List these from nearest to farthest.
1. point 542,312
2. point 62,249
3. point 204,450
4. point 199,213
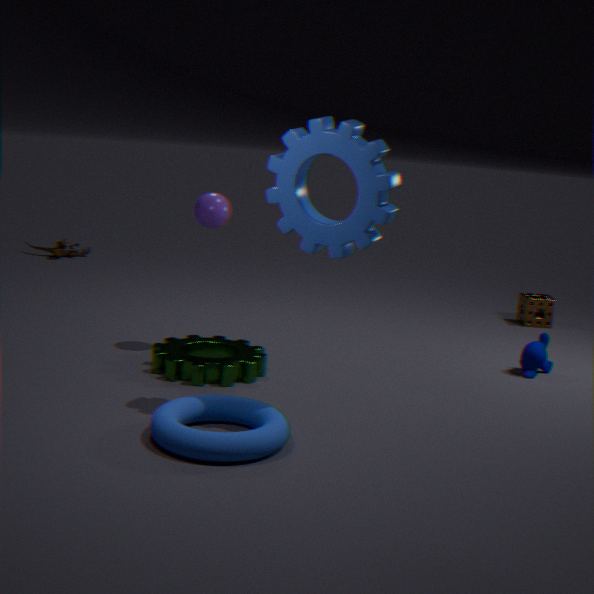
point 204,450, point 199,213, point 542,312, point 62,249
